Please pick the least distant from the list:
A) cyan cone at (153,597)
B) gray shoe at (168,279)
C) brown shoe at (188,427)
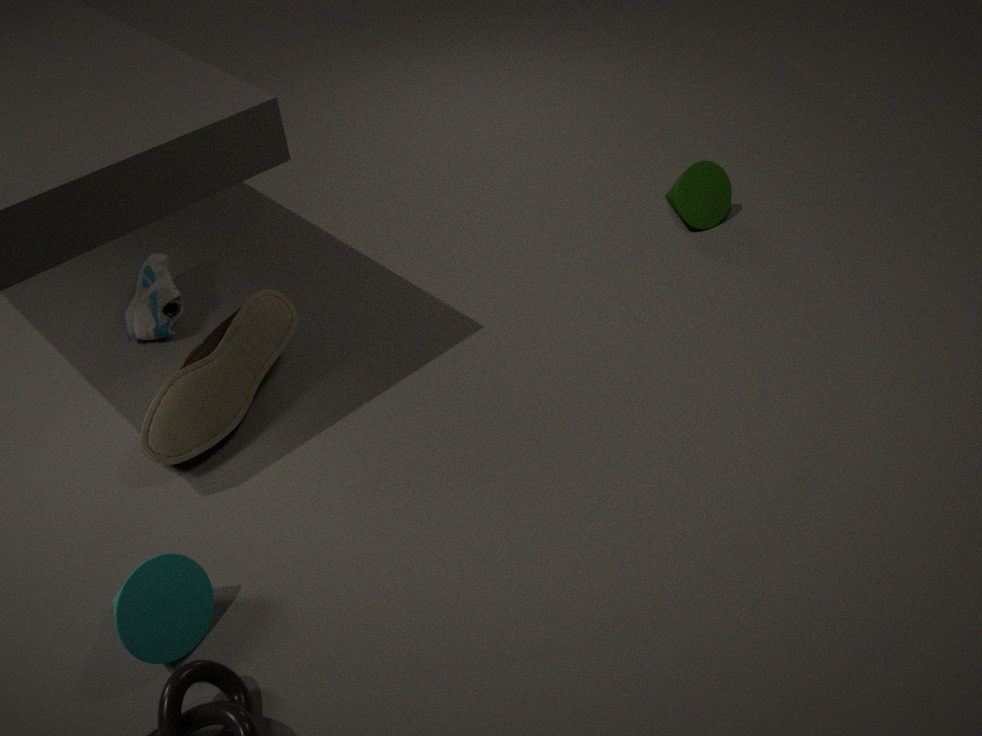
cyan cone at (153,597)
